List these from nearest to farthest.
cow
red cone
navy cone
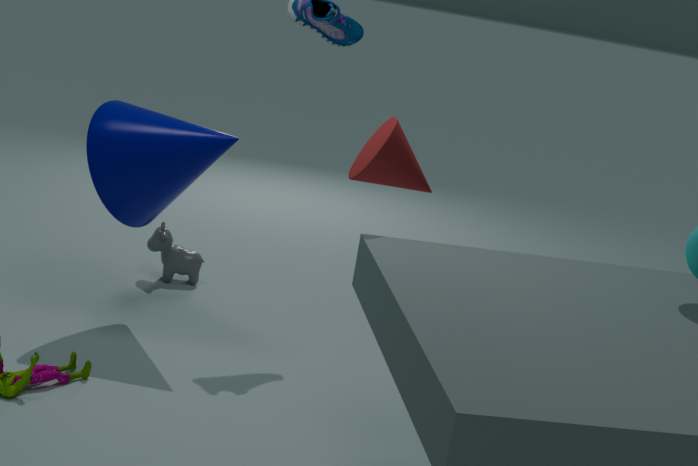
1. red cone
2. navy cone
3. cow
